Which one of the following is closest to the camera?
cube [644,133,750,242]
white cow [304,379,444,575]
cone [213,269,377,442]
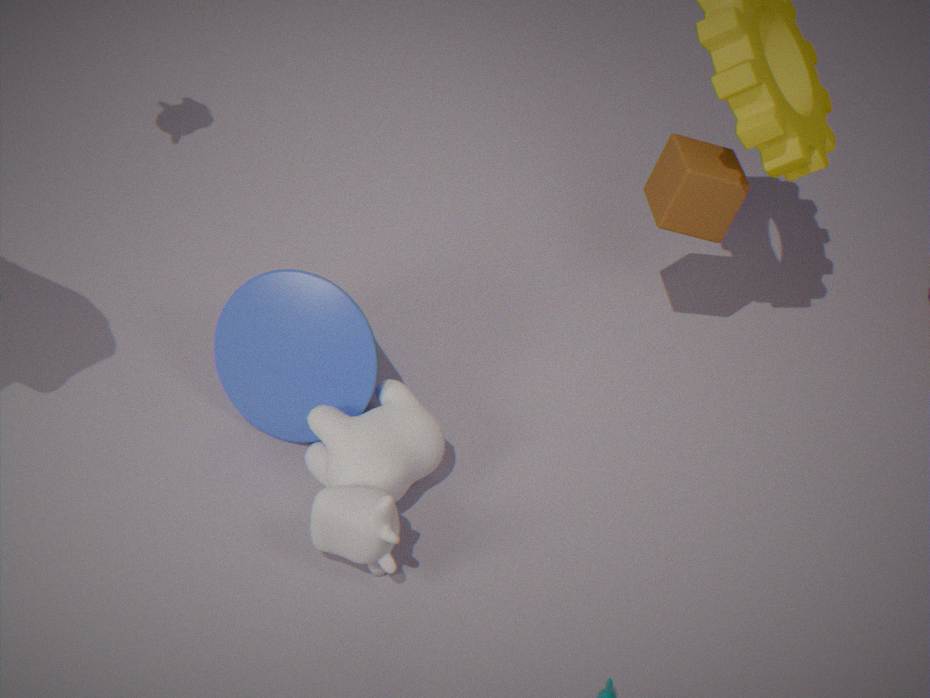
white cow [304,379,444,575]
